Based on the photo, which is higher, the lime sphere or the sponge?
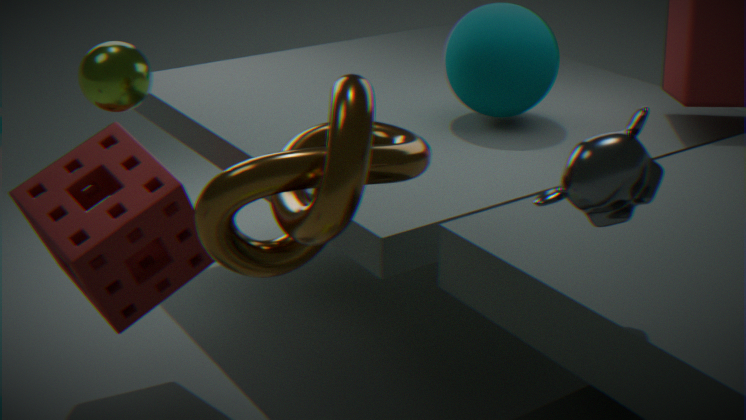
the lime sphere
